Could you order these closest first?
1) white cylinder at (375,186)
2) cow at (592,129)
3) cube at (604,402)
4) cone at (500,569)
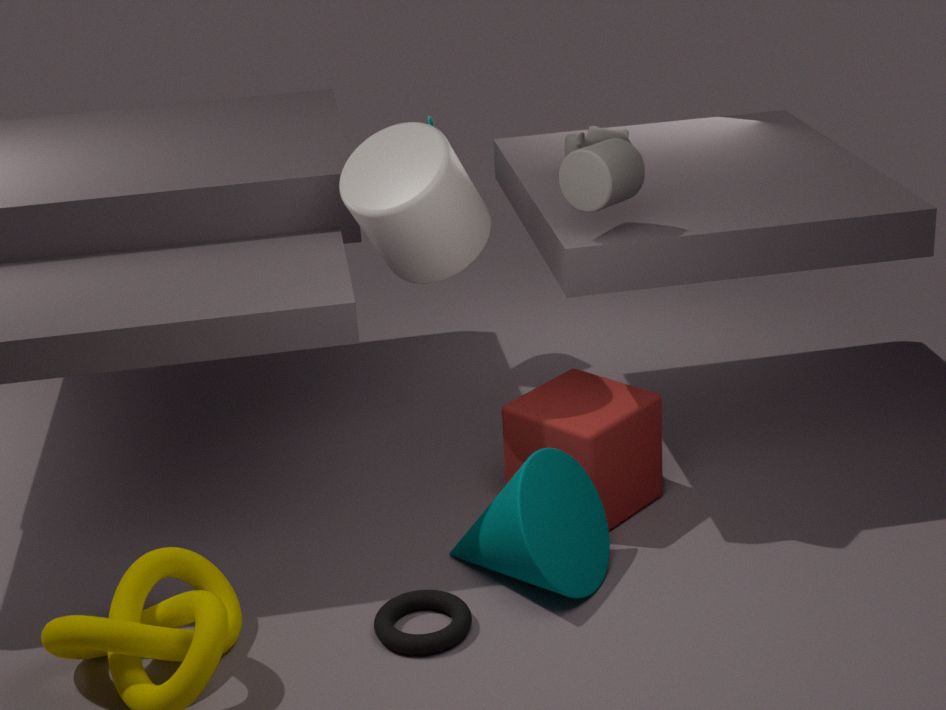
4. cone at (500,569)
1. white cylinder at (375,186)
3. cube at (604,402)
2. cow at (592,129)
